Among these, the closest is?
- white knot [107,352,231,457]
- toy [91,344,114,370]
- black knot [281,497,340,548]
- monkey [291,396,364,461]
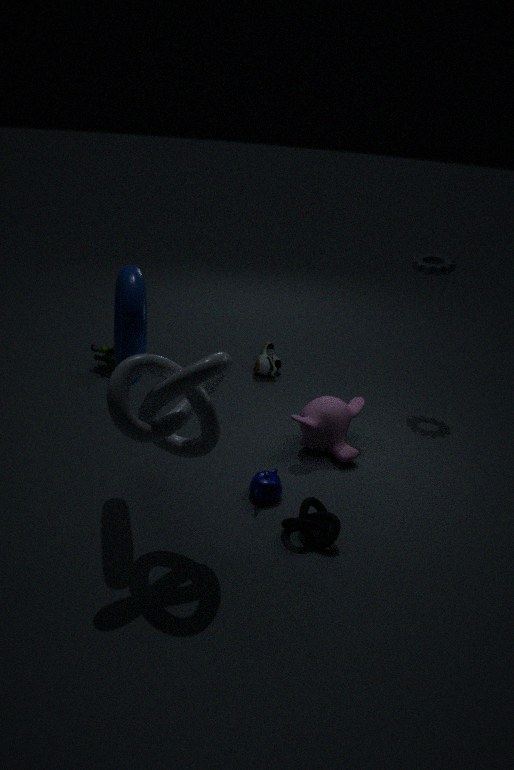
white knot [107,352,231,457]
